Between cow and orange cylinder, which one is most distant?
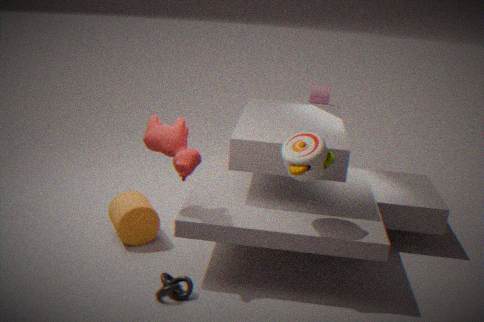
orange cylinder
